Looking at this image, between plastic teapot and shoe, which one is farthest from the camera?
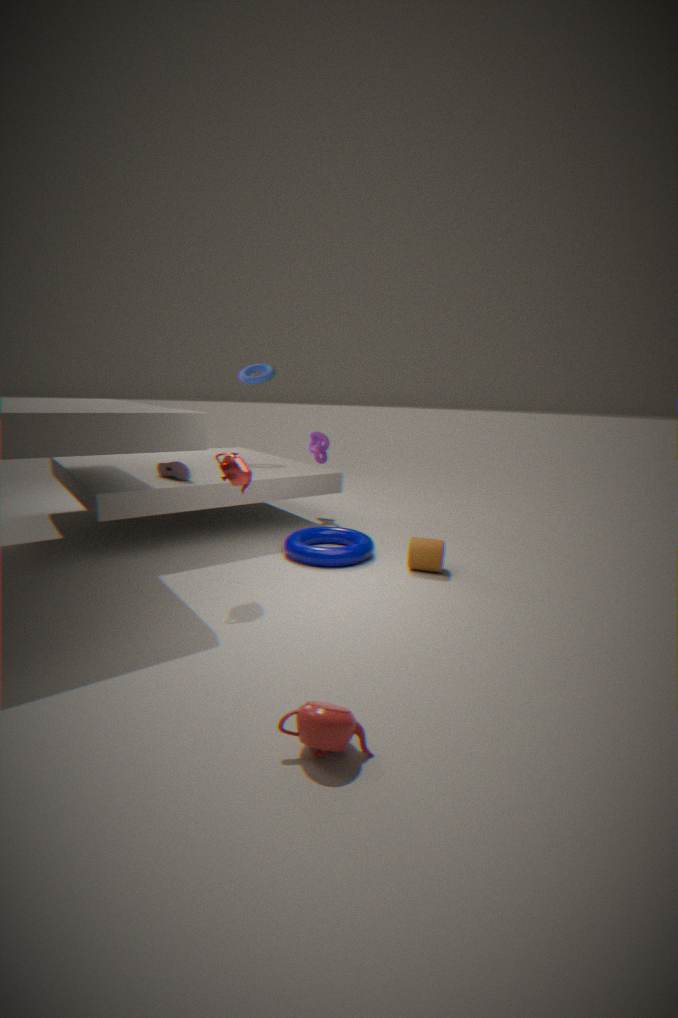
shoe
